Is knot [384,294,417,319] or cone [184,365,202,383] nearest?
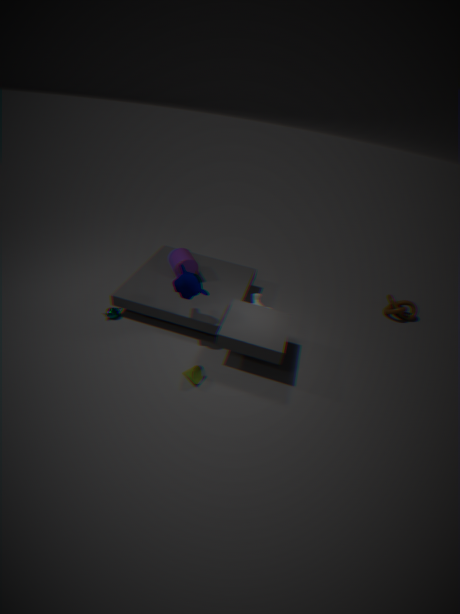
cone [184,365,202,383]
